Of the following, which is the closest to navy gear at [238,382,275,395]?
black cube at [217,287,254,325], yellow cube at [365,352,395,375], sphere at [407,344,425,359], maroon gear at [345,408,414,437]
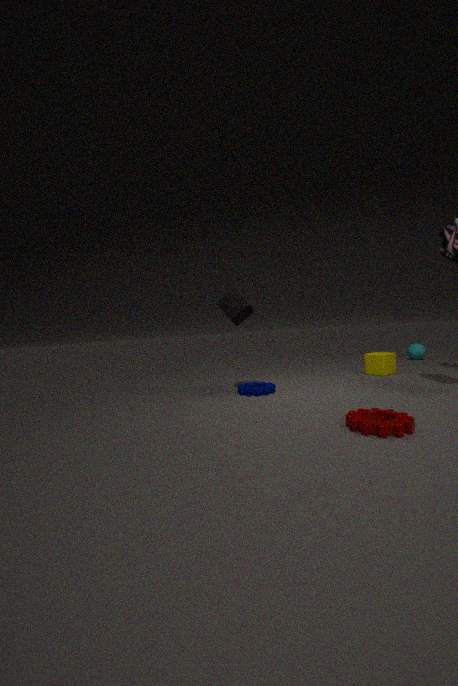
black cube at [217,287,254,325]
